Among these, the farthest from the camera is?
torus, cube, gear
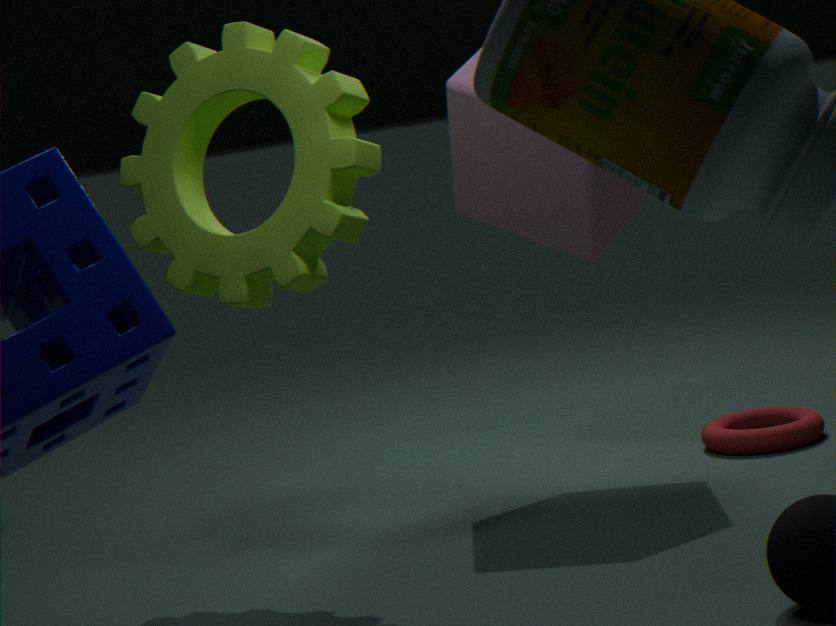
torus
